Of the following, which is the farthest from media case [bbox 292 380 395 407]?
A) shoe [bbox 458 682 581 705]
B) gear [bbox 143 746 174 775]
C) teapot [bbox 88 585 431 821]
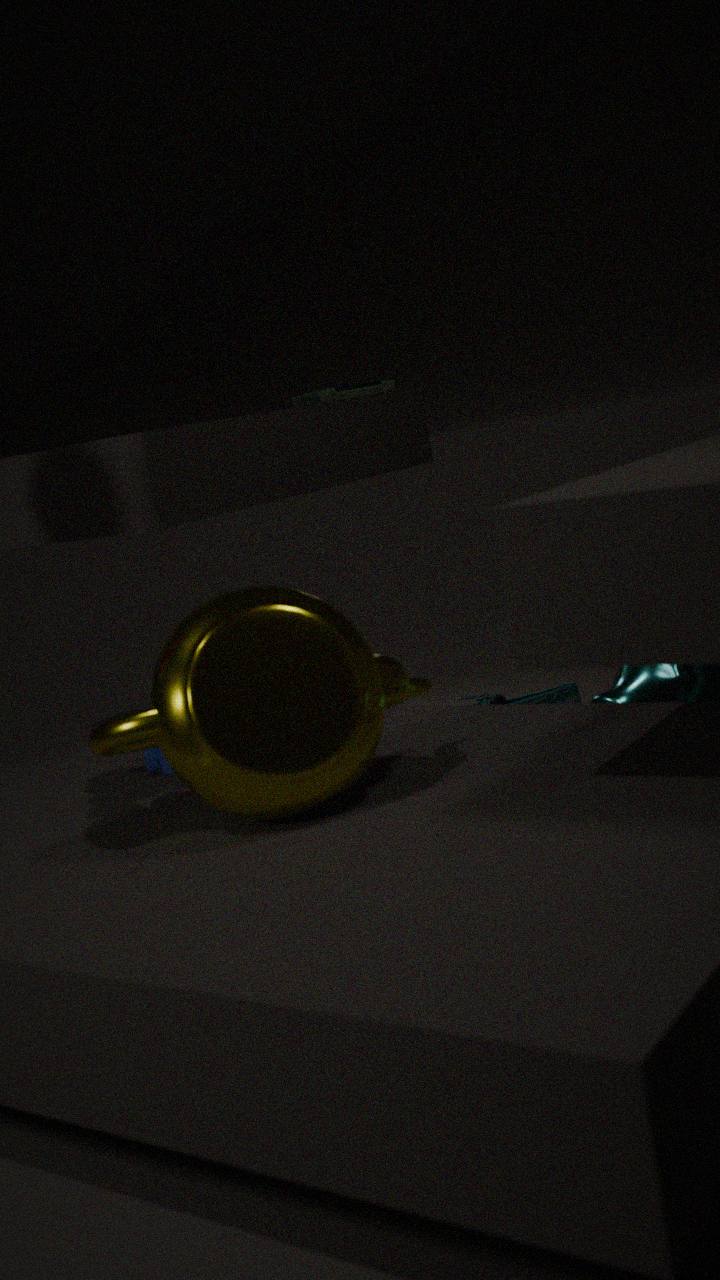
teapot [bbox 88 585 431 821]
